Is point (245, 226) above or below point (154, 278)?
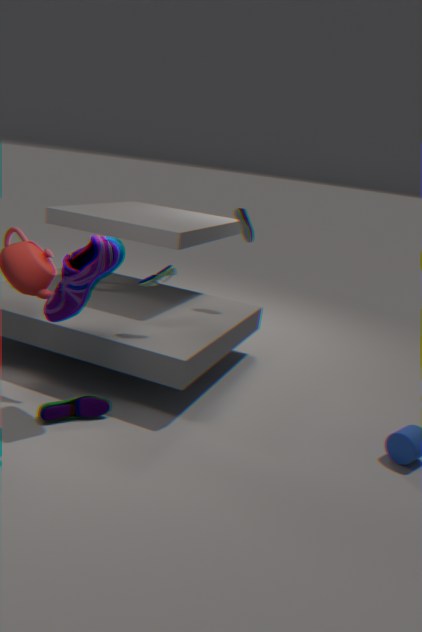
above
